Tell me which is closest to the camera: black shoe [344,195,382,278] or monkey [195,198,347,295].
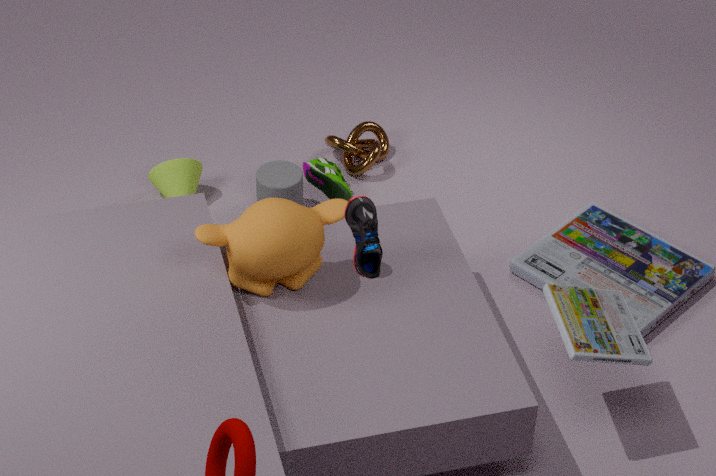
black shoe [344,195,382,278]
